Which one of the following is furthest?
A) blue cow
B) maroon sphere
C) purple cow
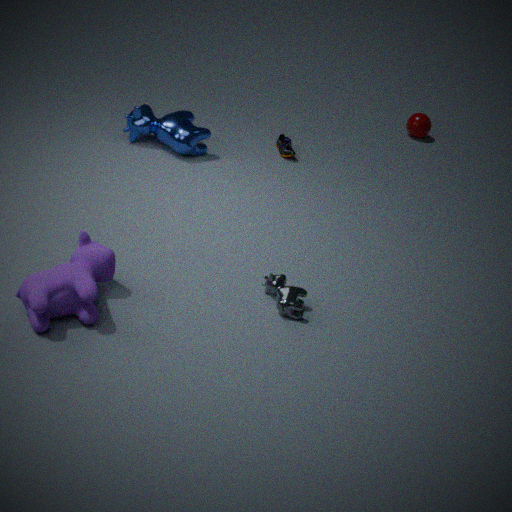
maroon sphere
